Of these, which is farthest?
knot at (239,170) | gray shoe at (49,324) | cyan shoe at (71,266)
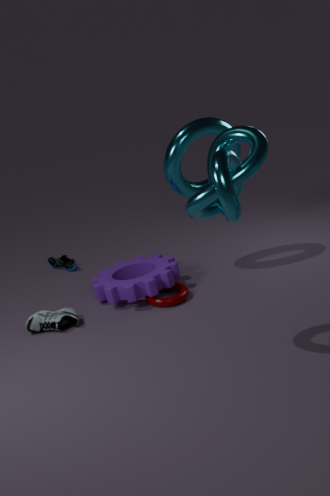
cyan shoe at (71,266)
